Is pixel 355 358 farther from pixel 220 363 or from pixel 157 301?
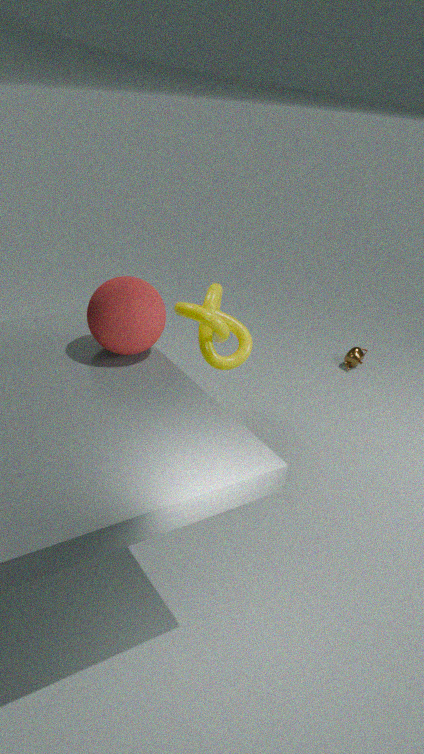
pixel 157 301
